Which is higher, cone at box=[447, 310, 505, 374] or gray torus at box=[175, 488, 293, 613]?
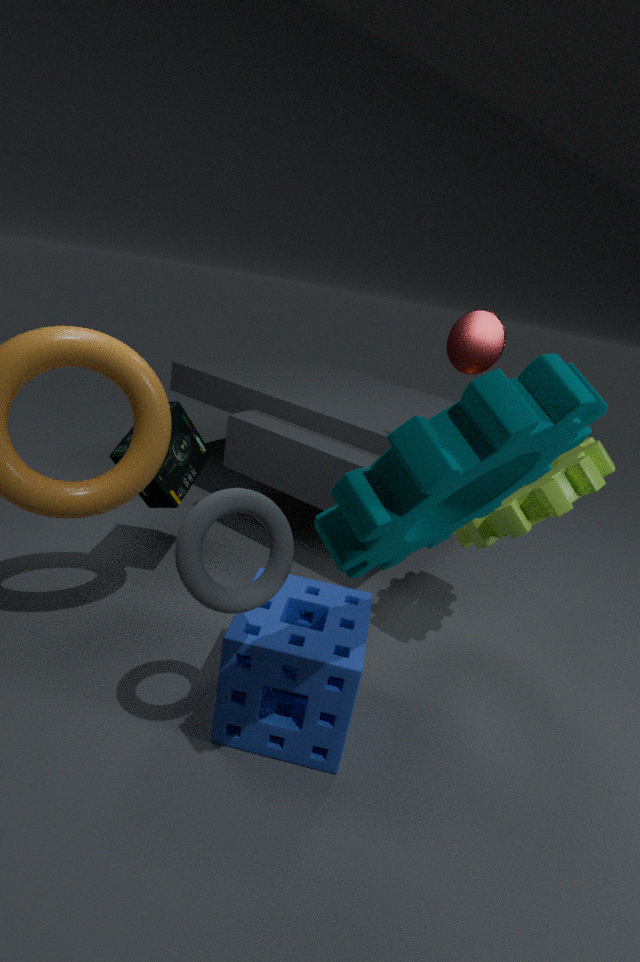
cone at box=[447, 310, 505, 374]
